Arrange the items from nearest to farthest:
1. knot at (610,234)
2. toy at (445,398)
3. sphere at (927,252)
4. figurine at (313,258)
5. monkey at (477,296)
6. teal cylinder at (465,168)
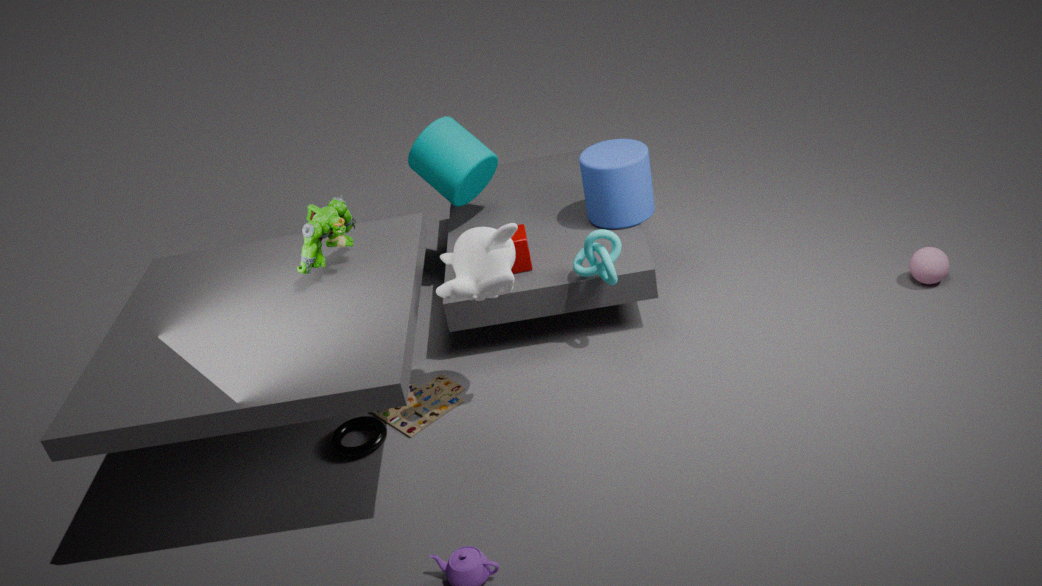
monkey at (477,296), figurine at (313,258), toy at (445,398), knot at (610,234), sphere at (927,252), teal cylinder at (465,168)
